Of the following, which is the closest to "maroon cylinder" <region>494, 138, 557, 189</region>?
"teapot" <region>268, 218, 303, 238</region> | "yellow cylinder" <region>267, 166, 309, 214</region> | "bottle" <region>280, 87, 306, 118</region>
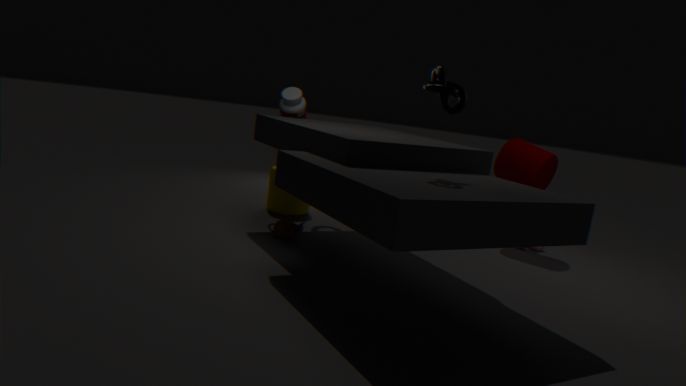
"yellow cylinder" <region>267, 166, 309, 214</region>
